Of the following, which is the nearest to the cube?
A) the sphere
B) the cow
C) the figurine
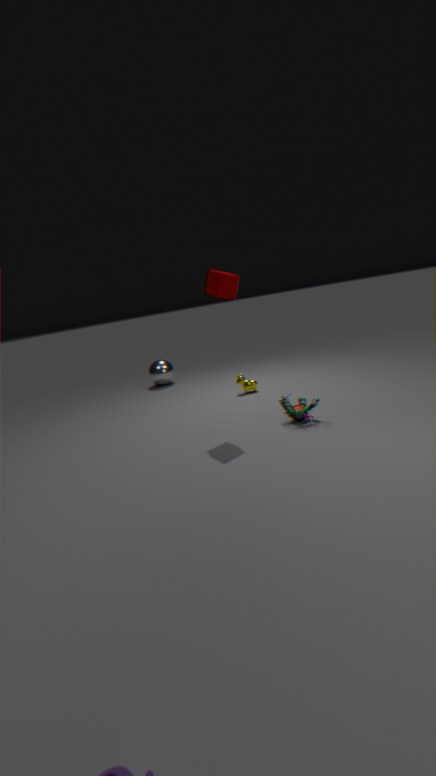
the figurine
